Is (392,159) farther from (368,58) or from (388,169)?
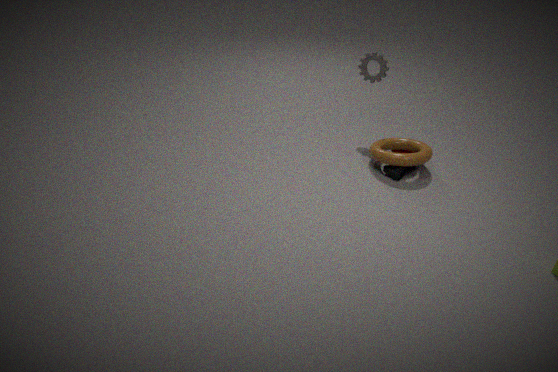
(368,58)
